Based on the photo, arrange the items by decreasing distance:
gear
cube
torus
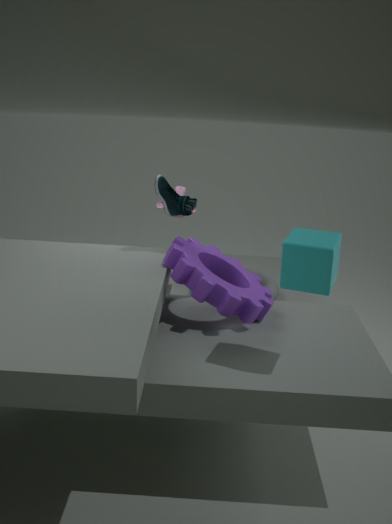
torus < gear < cube
